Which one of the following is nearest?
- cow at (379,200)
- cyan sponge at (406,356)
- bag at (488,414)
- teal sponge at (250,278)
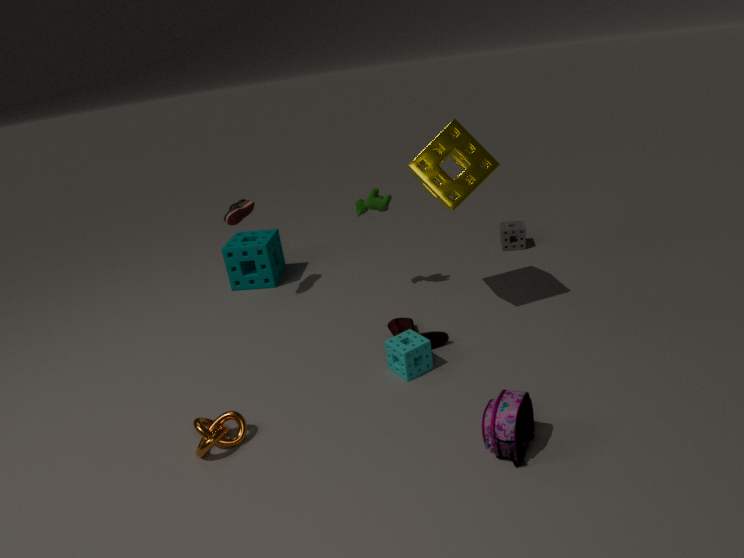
bag at (488,414)
